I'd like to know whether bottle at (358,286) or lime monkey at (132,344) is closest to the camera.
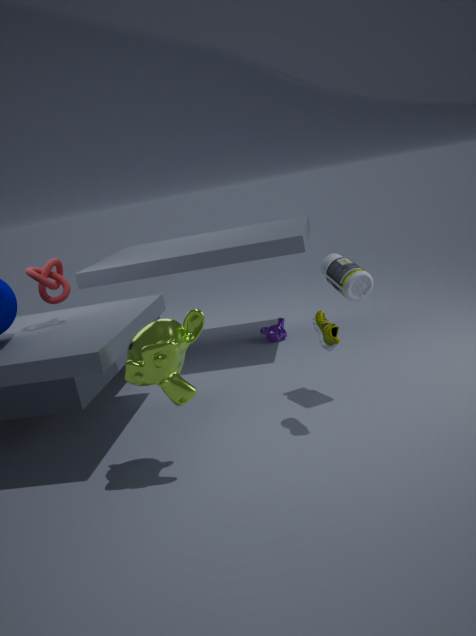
lime monkey at (132,344)
